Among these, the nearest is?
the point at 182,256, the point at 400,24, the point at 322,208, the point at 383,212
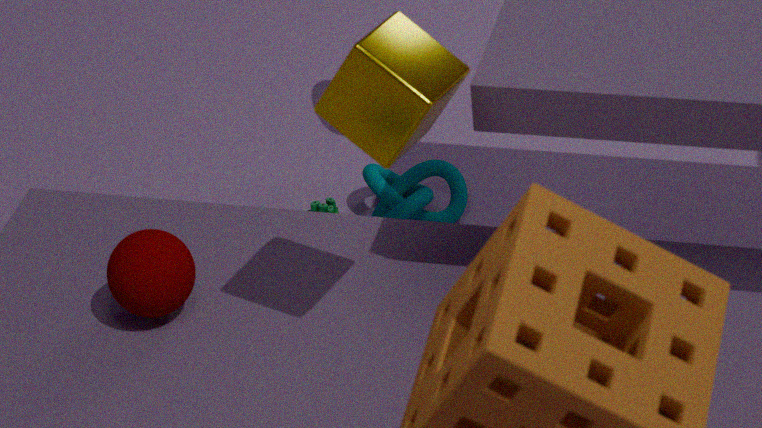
the point at 400,24
